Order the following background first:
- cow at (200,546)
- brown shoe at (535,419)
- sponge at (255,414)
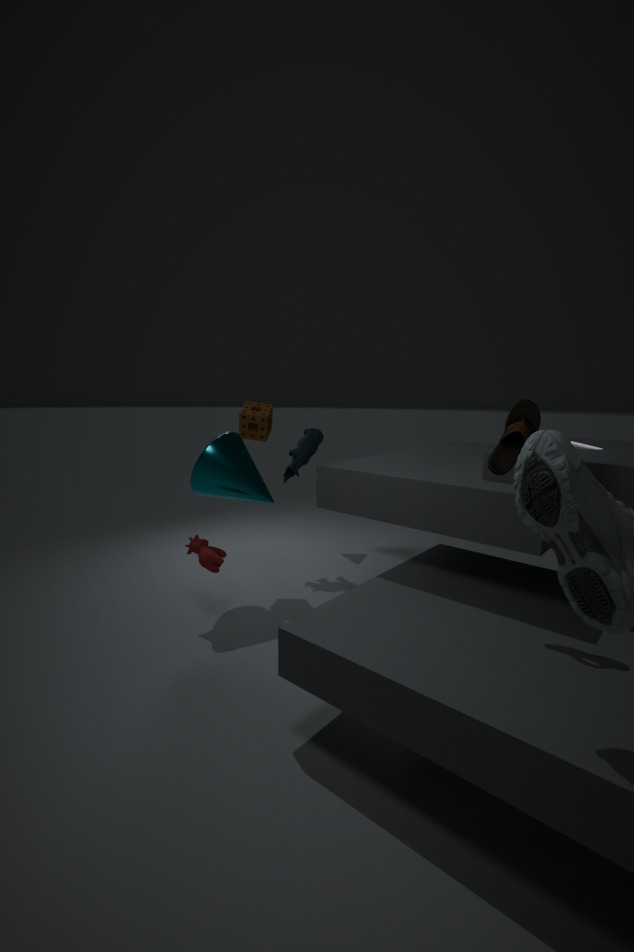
sponge at (255,414), cow at (200,546), brown shoe at (535,419)
